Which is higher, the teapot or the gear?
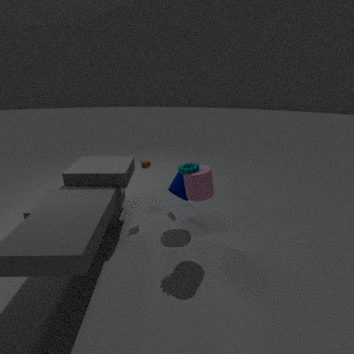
the gear
